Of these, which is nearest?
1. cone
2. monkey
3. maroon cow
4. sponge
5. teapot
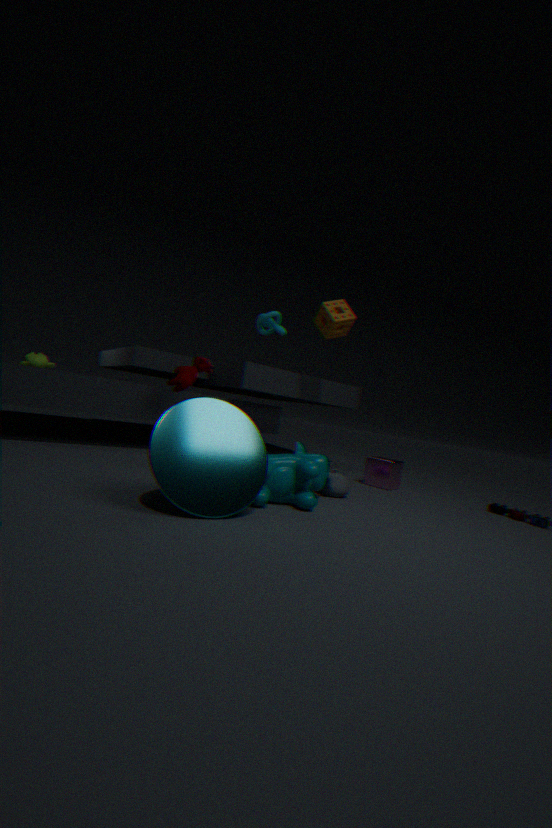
cone
